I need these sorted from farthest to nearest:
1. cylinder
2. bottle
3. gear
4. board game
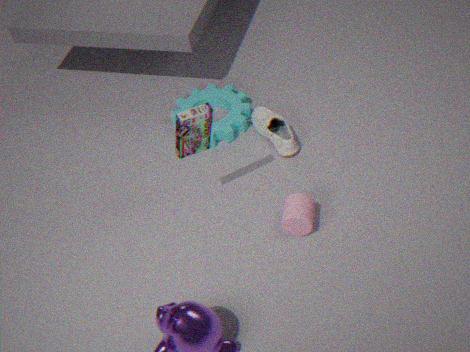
gear < bottle < cylinder < board game
